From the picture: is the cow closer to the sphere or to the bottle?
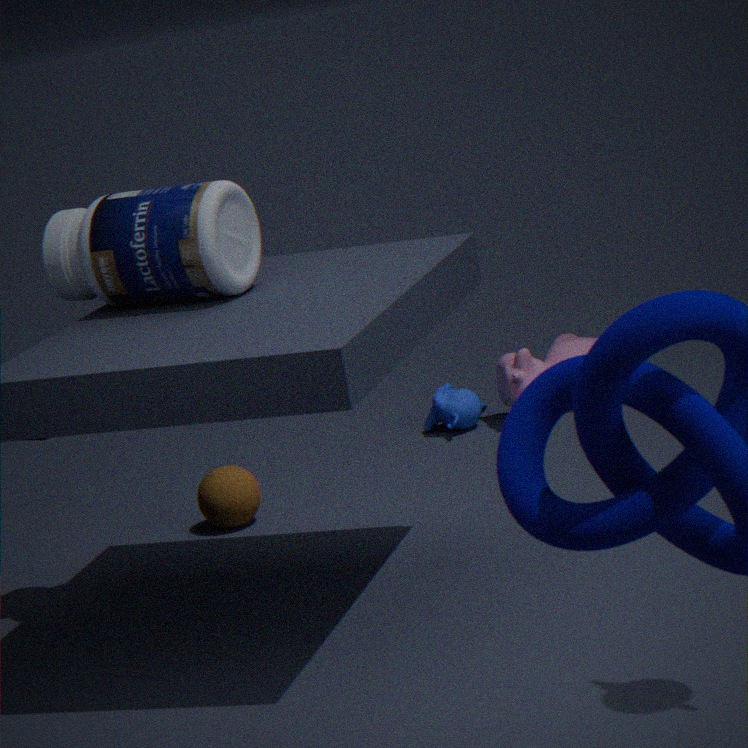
the sphere
